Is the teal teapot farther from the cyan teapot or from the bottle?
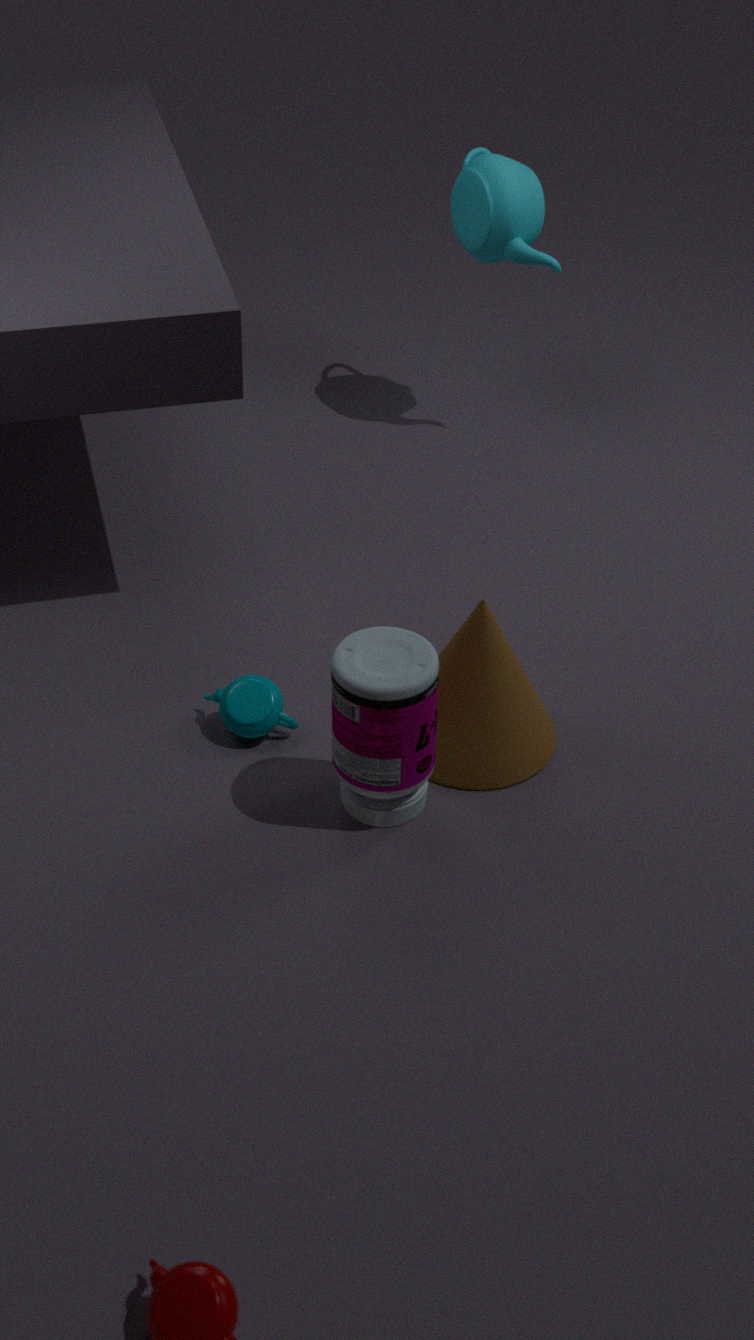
the cyan teapot
